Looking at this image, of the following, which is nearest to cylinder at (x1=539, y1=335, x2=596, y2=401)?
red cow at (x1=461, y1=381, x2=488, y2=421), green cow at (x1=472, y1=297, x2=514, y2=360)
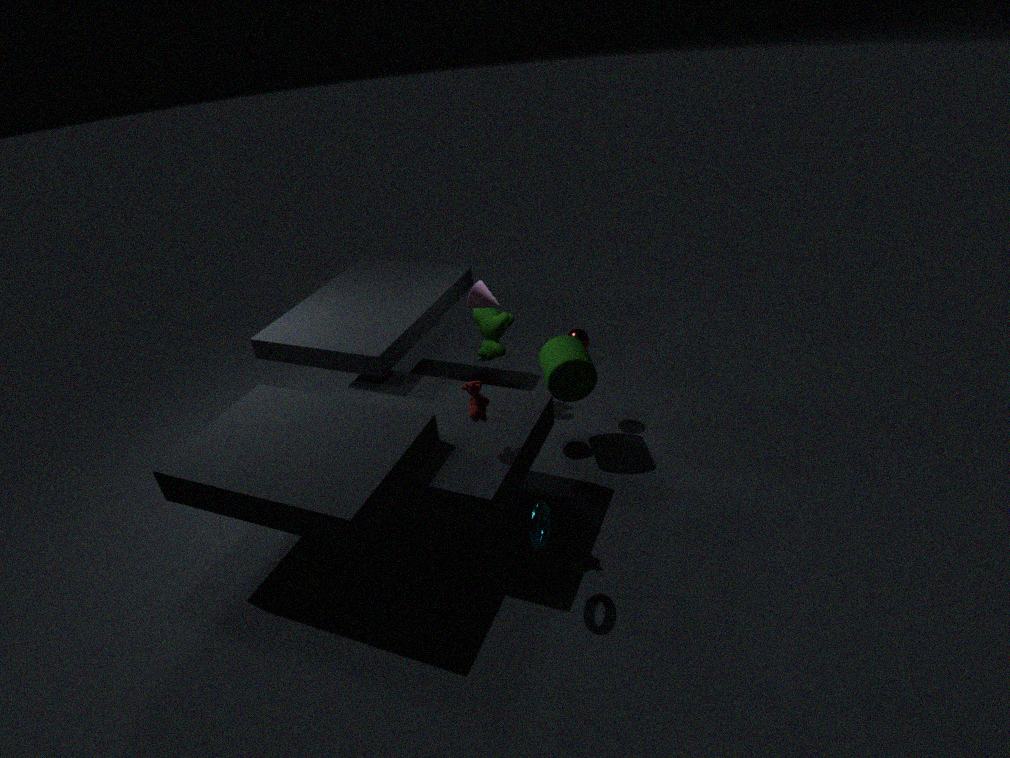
green cow at (x1=472, y1=297, x2=514, y2=360)
